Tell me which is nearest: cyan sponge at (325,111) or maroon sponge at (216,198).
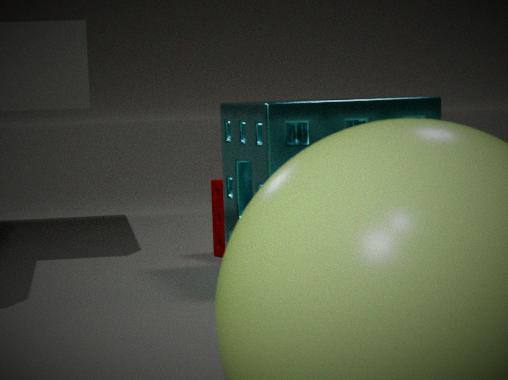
cyan sponge at (325,111)
